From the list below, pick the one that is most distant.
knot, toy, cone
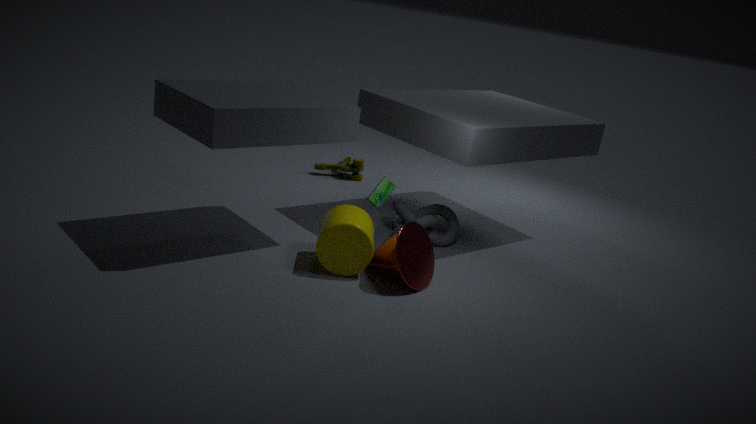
toy
